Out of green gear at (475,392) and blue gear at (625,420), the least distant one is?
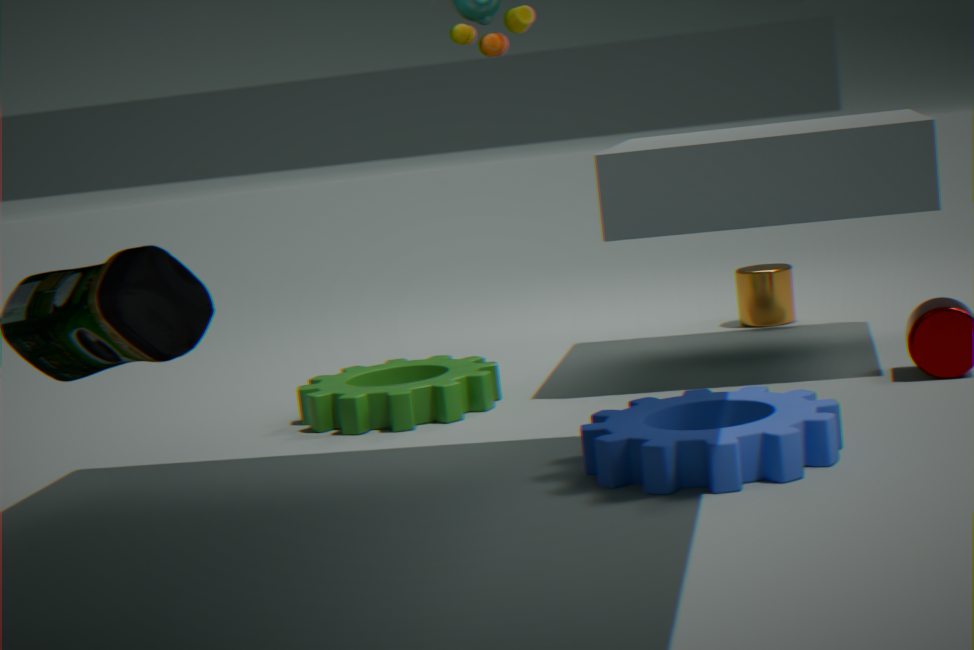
blue gear at (625,420)
